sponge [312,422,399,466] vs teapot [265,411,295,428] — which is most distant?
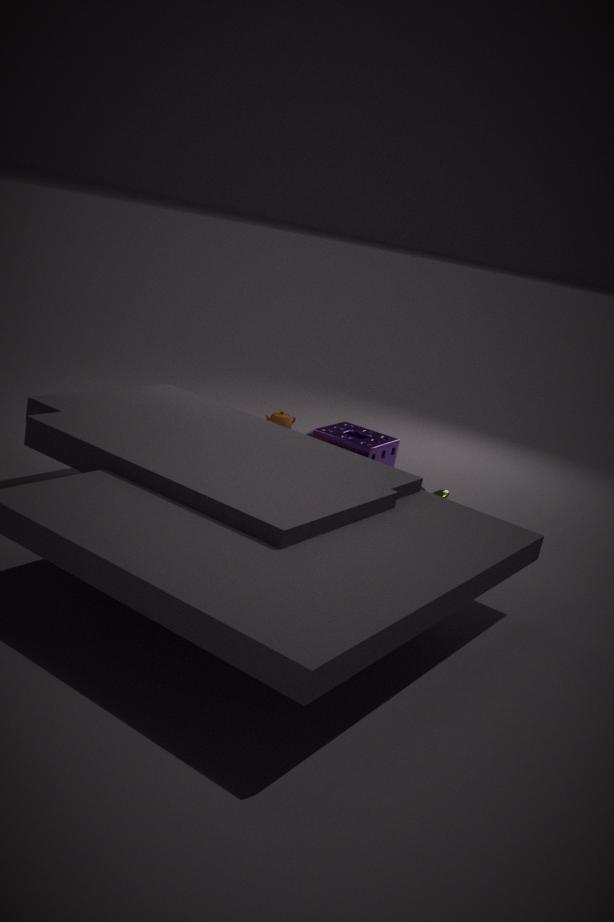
teapot [265,411,295,428]
